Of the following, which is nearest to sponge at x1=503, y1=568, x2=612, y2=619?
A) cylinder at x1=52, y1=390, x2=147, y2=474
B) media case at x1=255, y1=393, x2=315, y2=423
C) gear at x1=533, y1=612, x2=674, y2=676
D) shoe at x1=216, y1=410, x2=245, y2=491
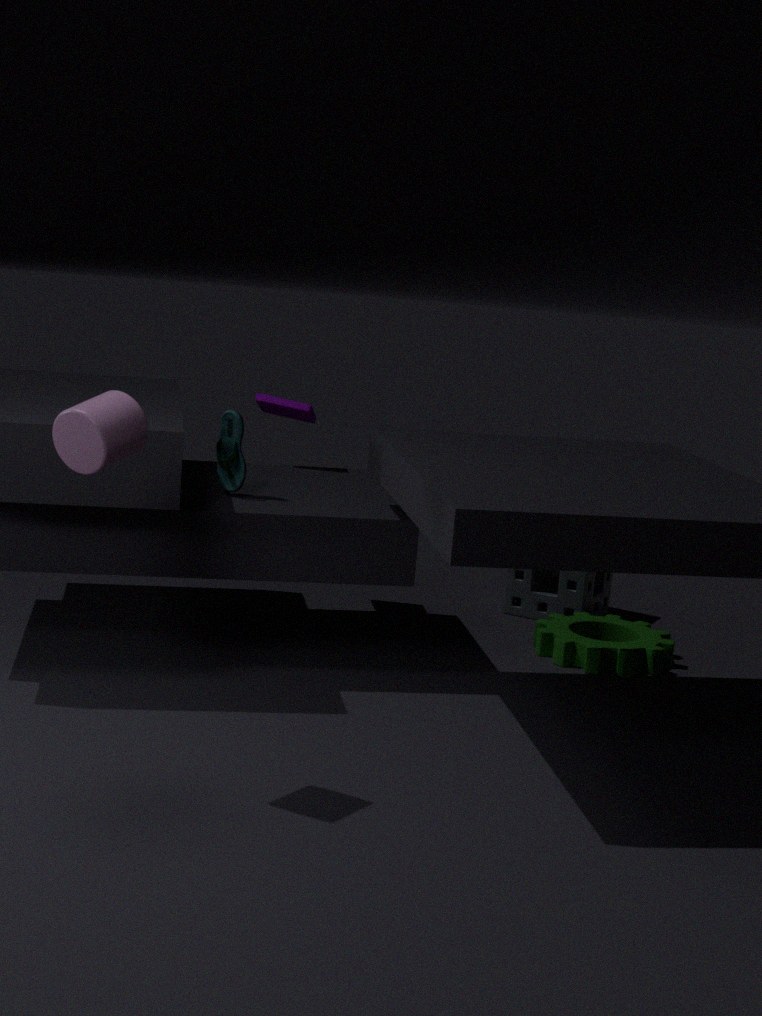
gear at x1=533, y1=612, x2=674, y2=676
